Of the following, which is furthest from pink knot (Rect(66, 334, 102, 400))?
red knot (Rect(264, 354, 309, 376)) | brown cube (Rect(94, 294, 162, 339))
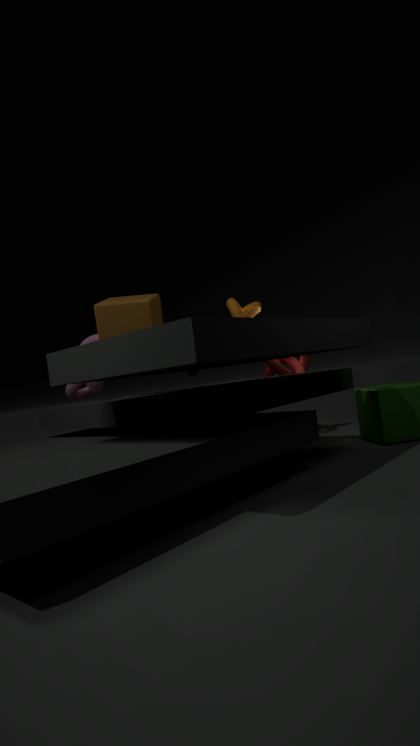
red knot (Rect(264, 354, 309, 376))
